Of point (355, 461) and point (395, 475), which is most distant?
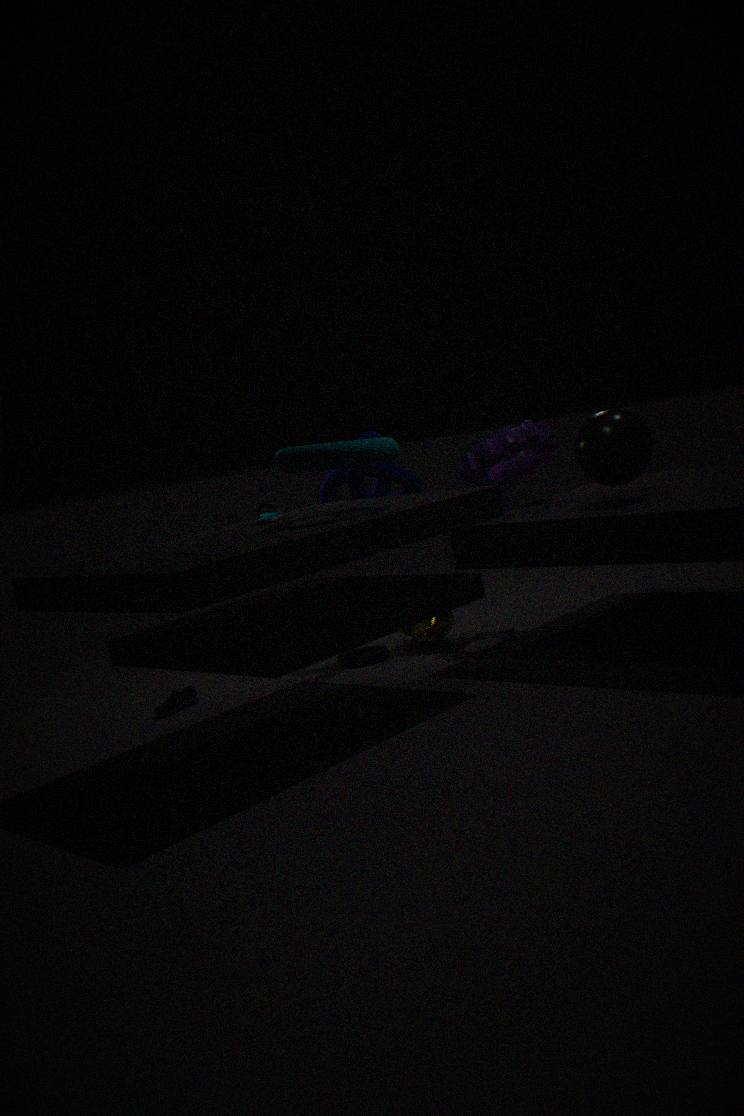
point (395, 475)
